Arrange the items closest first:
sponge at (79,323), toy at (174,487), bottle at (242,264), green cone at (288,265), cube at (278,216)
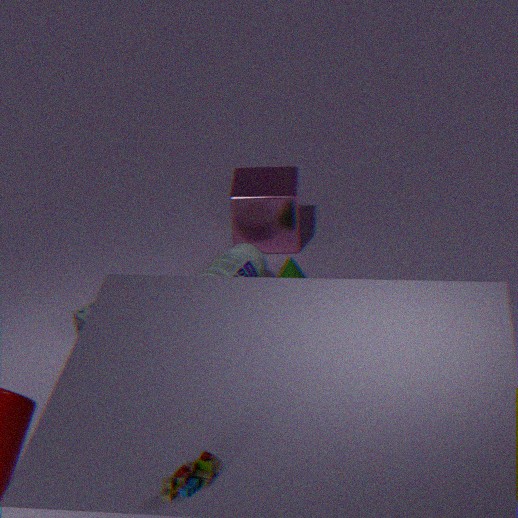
1. toy at (174,487)
2. sponge at (79,323)
3. bottle at (242,264)
4. green cone at (288,265)
5. cube at (278,216)
